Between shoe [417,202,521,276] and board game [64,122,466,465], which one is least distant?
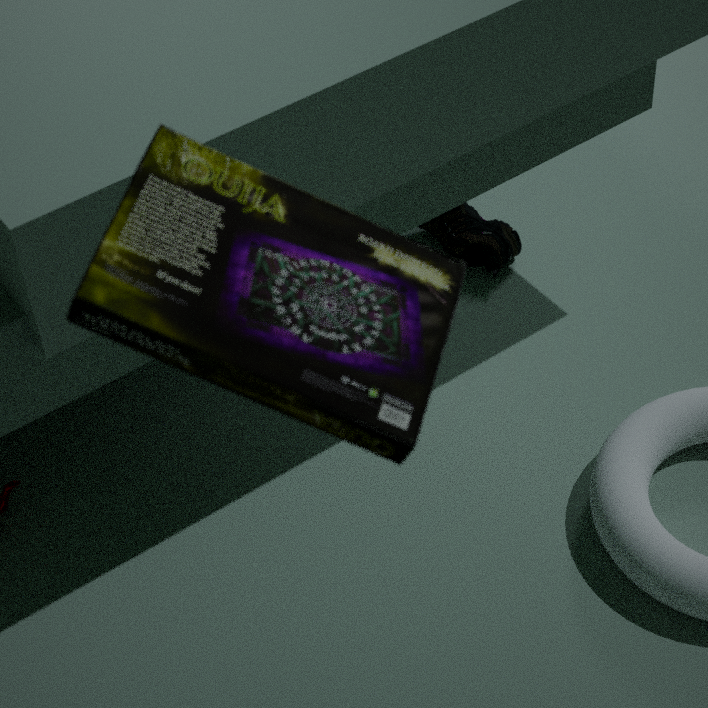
board game [64,122,466,465]
